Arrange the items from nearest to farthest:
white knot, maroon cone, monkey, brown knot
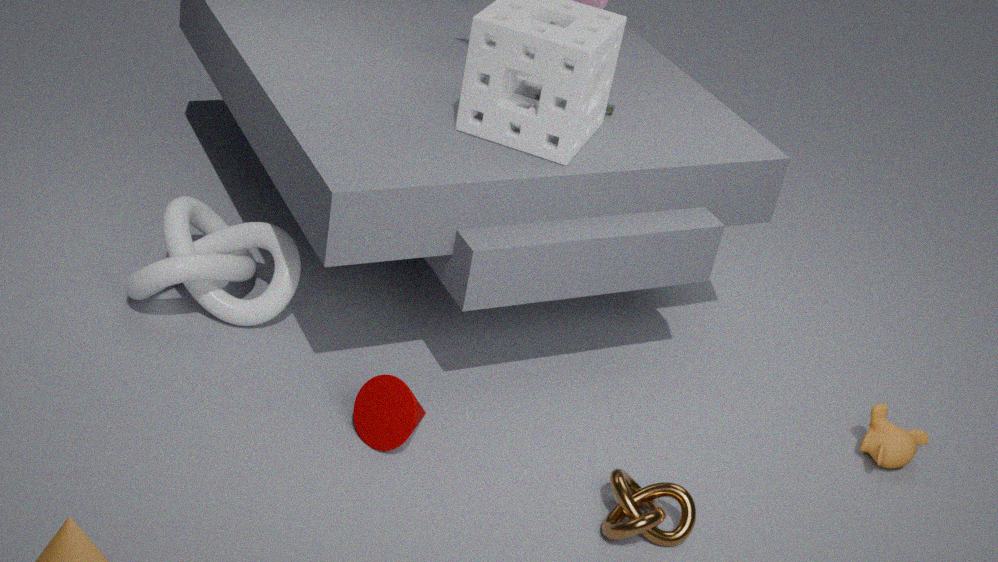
brown knot → maroon cone → white knot → monkey
